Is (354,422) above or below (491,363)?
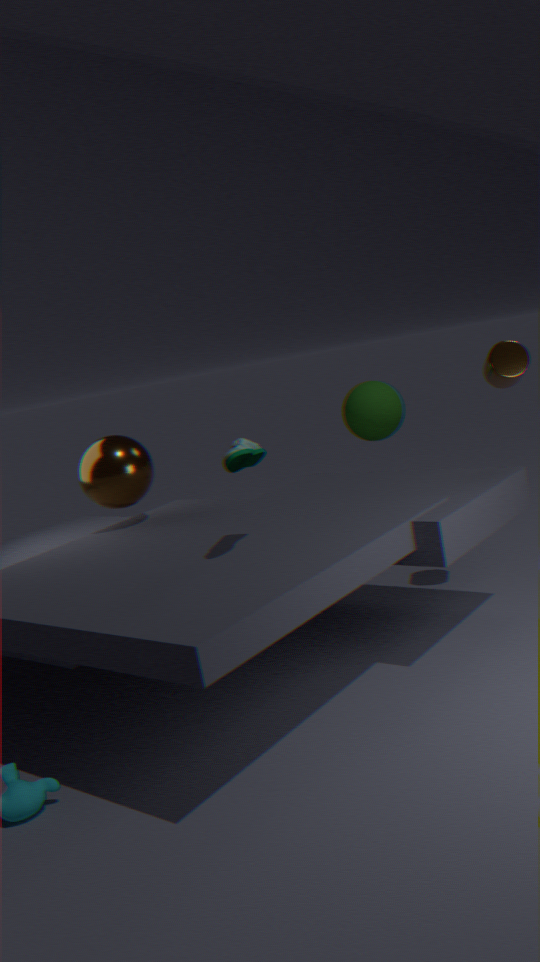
below
